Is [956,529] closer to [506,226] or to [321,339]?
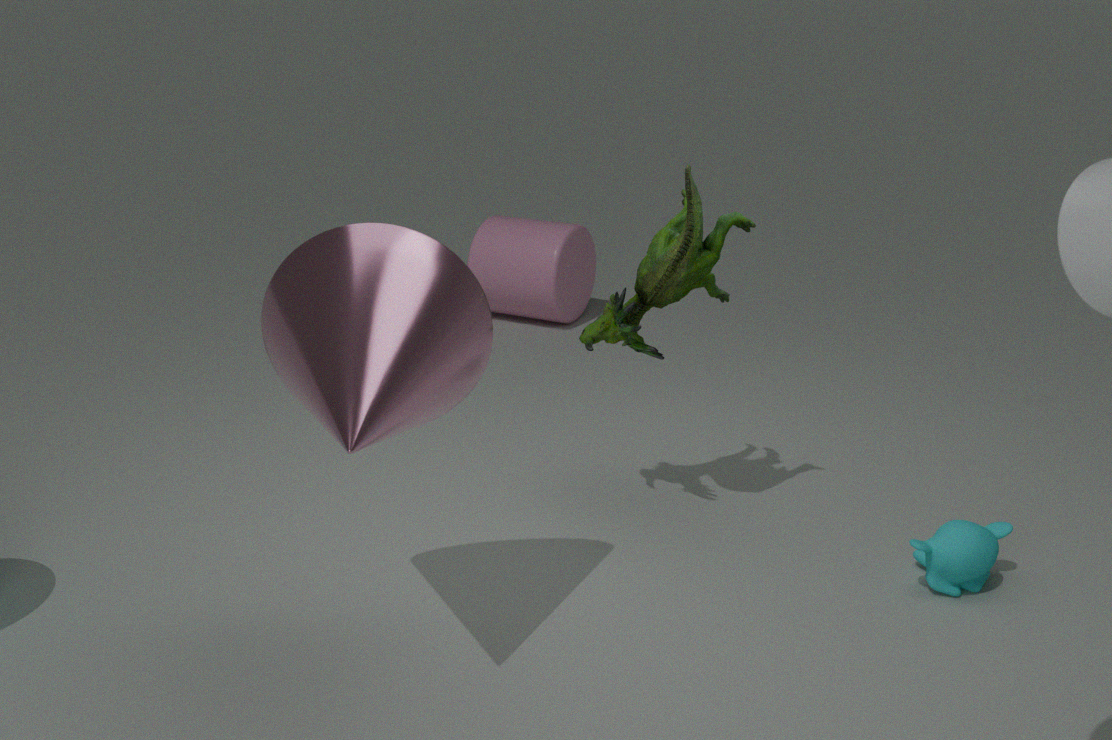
[321,339]
